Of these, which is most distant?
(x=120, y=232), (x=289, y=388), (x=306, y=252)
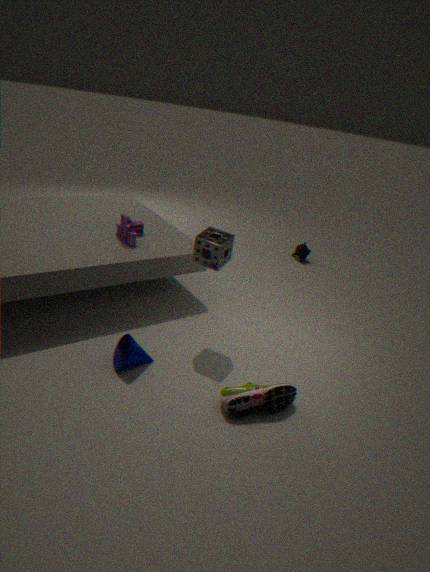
(x=306, y=252)
